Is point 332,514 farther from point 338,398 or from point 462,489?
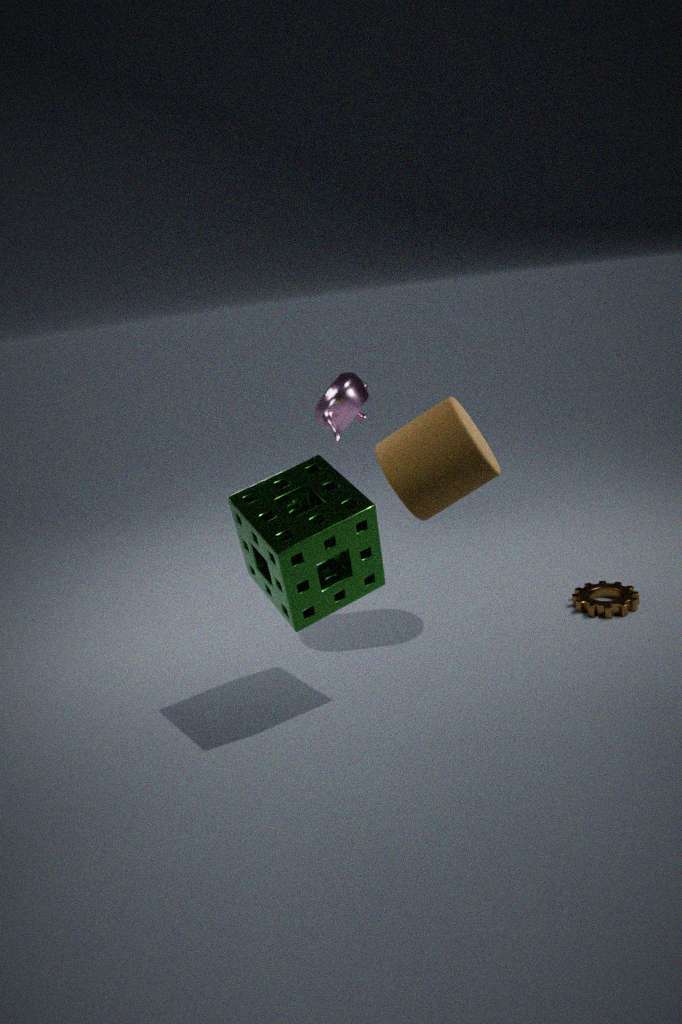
point 338,398
